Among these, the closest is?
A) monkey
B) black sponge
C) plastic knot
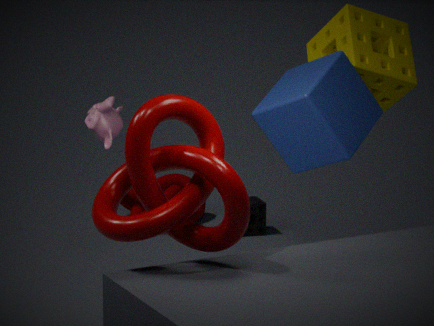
plastic knot
